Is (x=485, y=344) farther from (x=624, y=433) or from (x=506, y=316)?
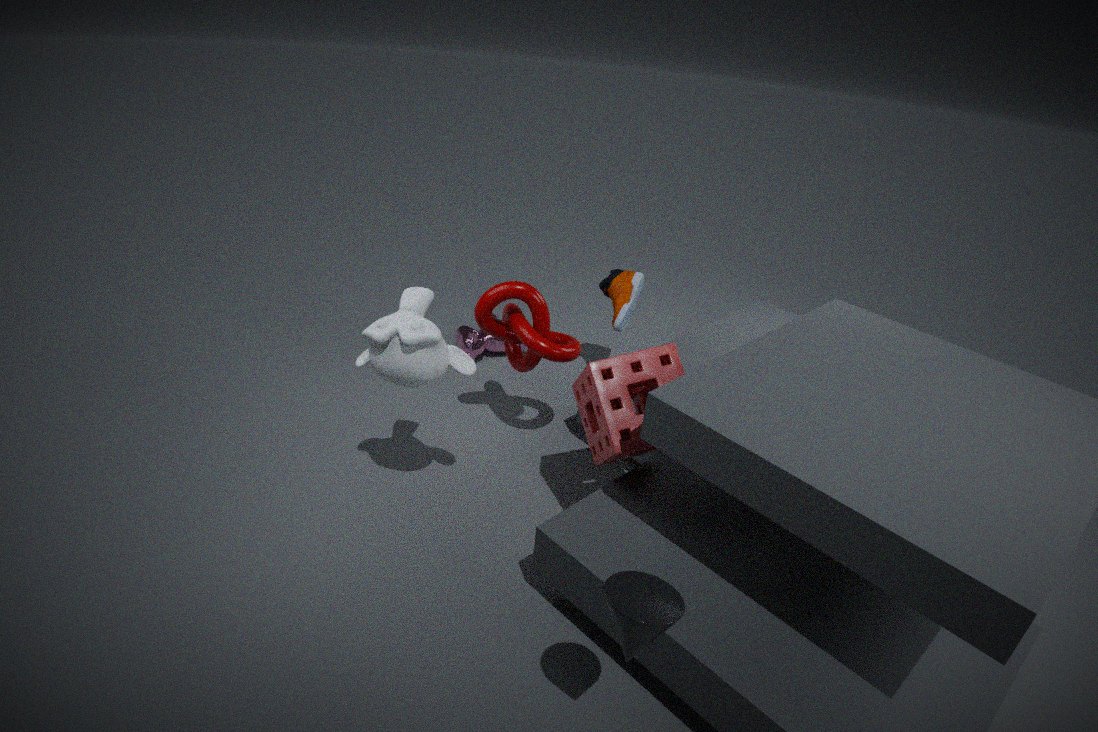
(x=624, y=433)
